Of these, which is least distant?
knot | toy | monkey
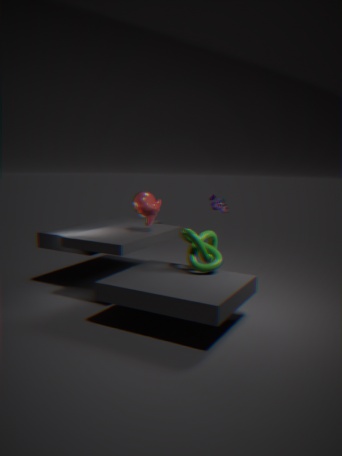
knot
